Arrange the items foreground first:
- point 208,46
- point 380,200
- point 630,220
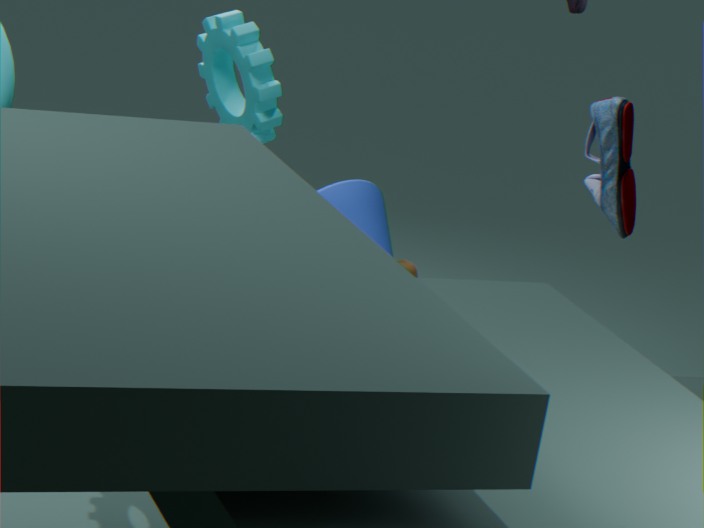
1. point 208,46
2. point 630,220
3. point 380,200
